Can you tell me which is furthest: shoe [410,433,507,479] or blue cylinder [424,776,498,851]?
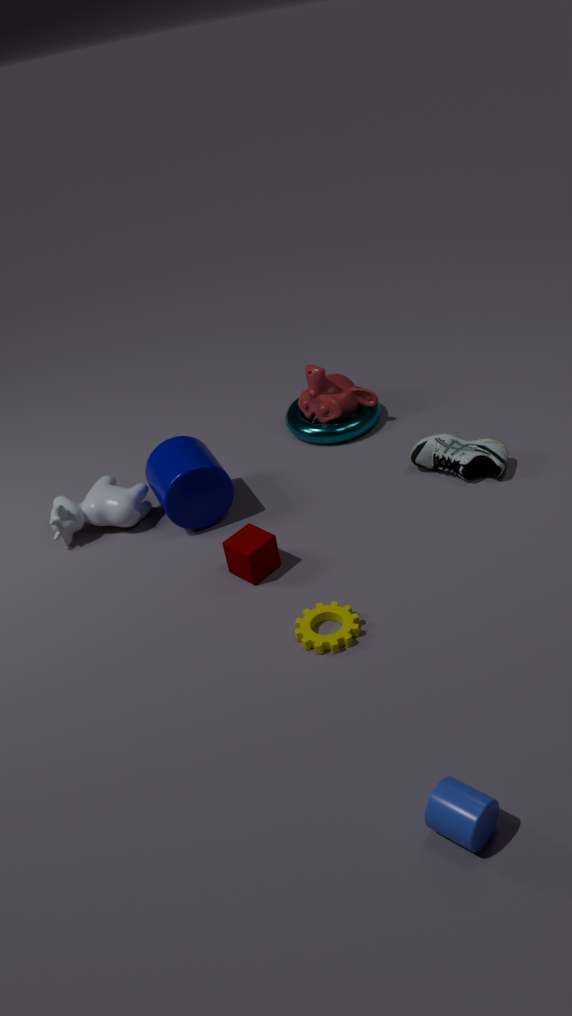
shoe [410,433,507,479]
